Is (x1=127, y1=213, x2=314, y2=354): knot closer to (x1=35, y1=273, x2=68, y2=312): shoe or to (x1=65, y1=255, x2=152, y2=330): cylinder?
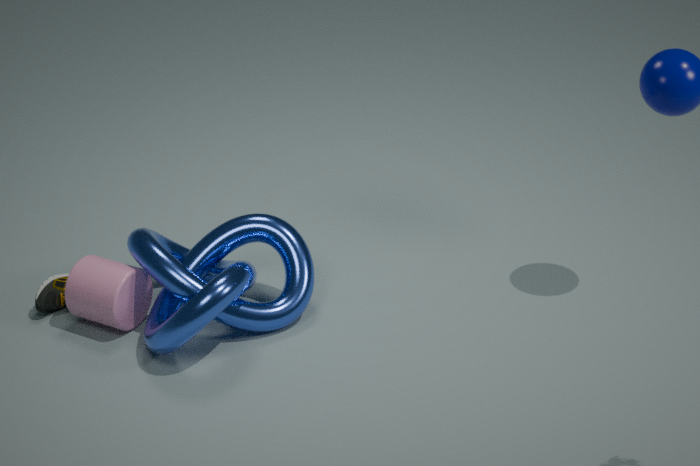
(x1=65, y1=255, x2=152, y2=330): cylinder
